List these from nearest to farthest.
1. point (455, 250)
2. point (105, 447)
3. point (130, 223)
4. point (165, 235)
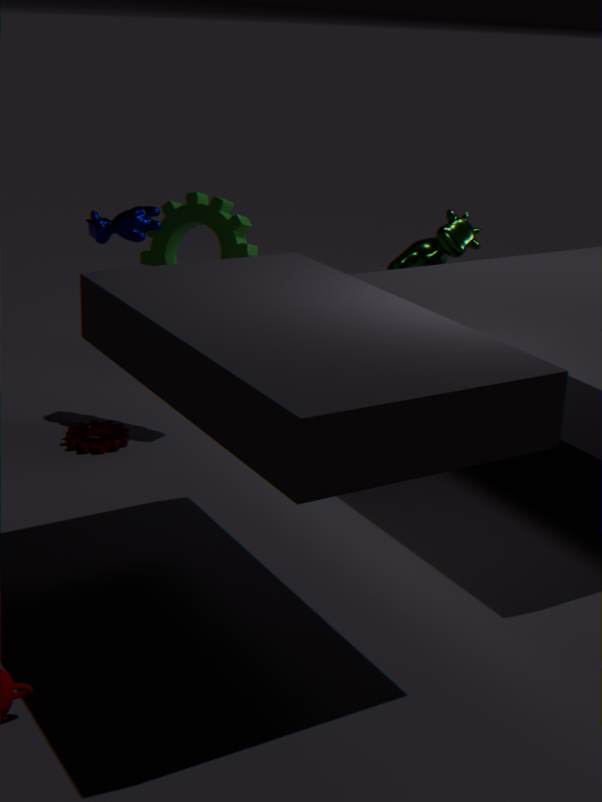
point (130, 223), point (105, 447), point (165, 235), point (455, 250)
